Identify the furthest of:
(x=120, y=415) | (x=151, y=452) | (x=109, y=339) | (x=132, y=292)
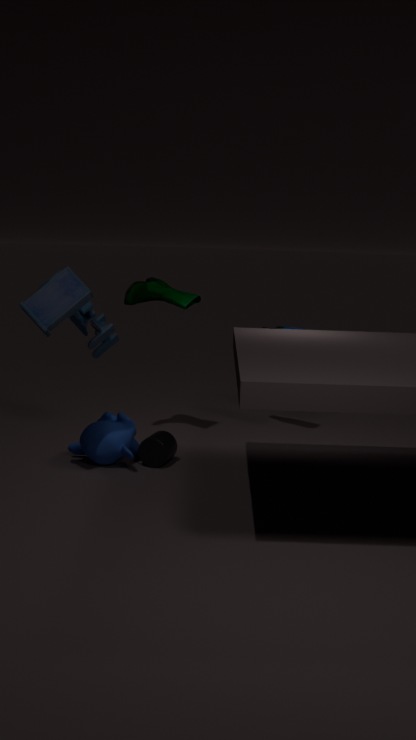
(x=132, y=292)
